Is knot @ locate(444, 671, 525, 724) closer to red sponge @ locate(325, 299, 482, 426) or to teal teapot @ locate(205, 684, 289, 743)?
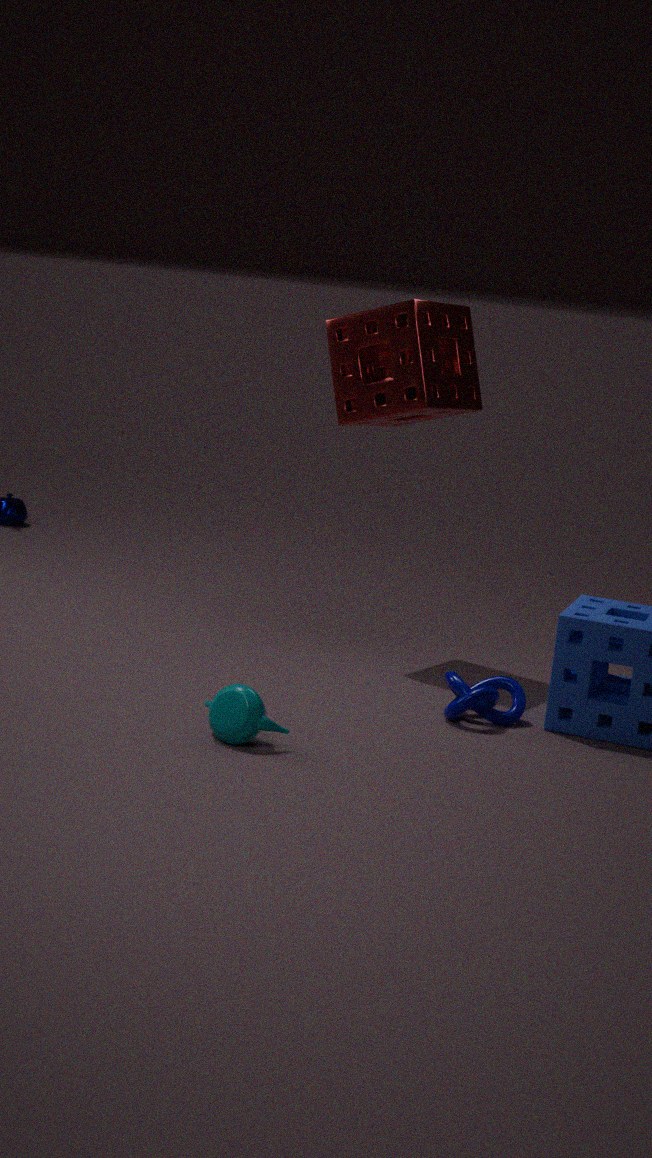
teal teapot @ locate(205, 684, 289, 743)
